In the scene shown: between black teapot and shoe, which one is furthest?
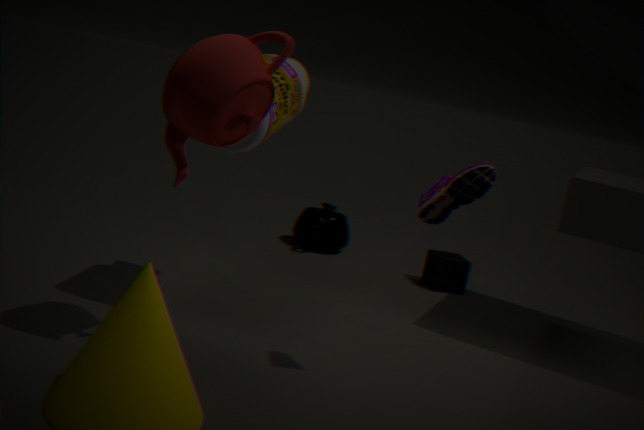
black teapot
